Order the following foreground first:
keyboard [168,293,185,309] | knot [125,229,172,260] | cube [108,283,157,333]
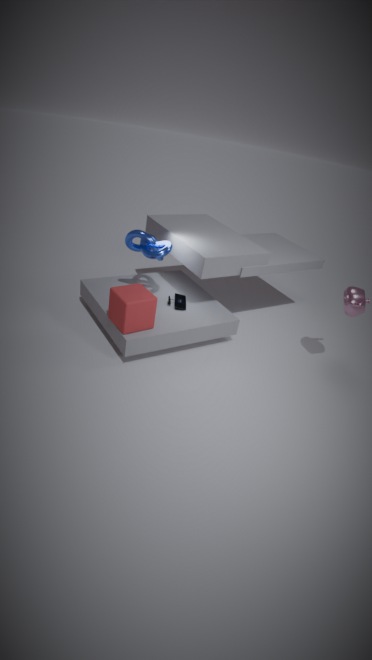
cube [108,283,157,333], knot [125,229,172,260], keyboard [168,293,185,309]
